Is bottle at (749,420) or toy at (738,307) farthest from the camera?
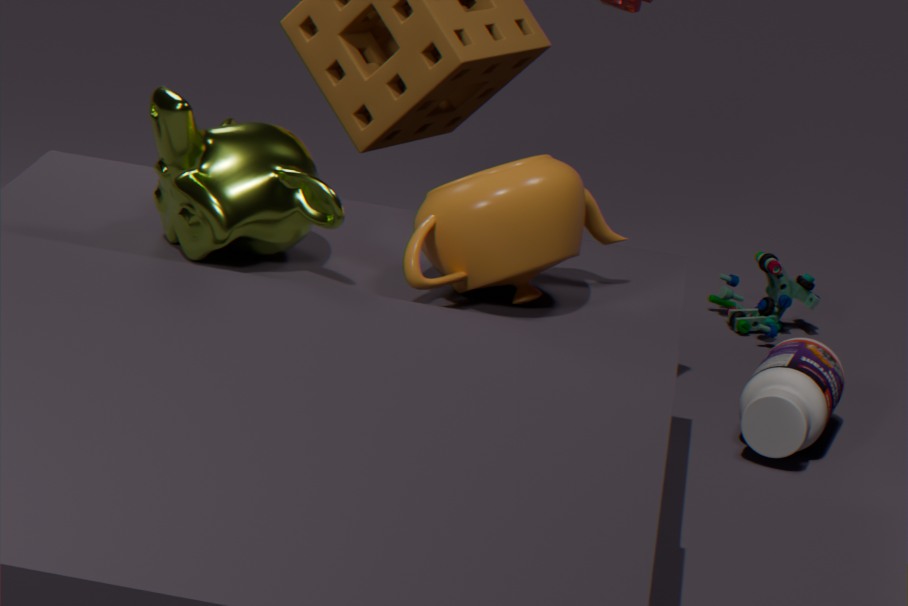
toy at (738,307)
